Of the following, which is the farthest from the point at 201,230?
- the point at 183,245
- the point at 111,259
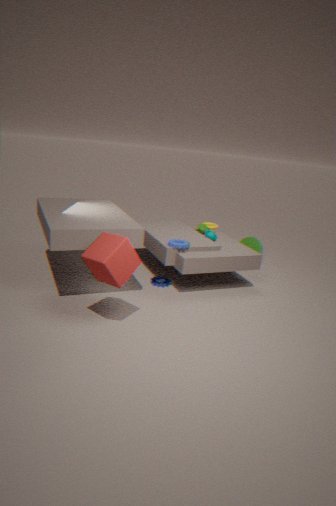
the point at 111,259
